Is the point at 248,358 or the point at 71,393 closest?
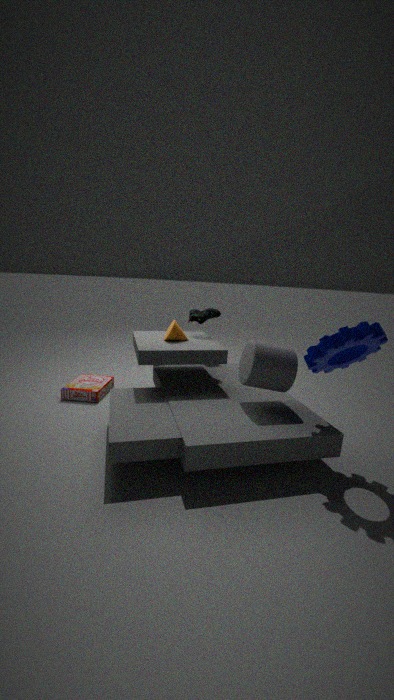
the point at 248,358
